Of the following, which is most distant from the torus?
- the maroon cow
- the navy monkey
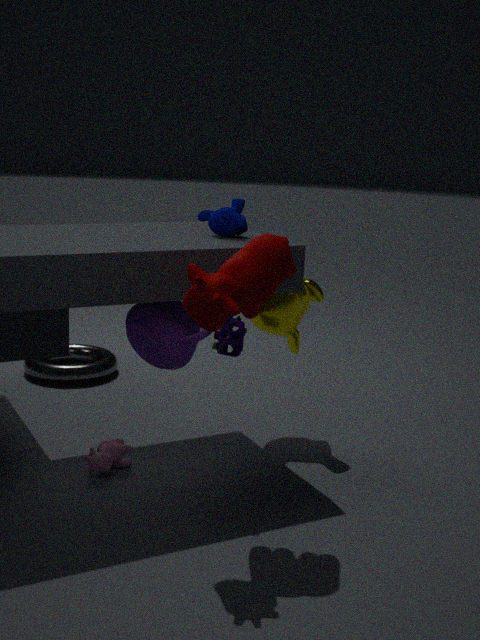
the maroon cow
